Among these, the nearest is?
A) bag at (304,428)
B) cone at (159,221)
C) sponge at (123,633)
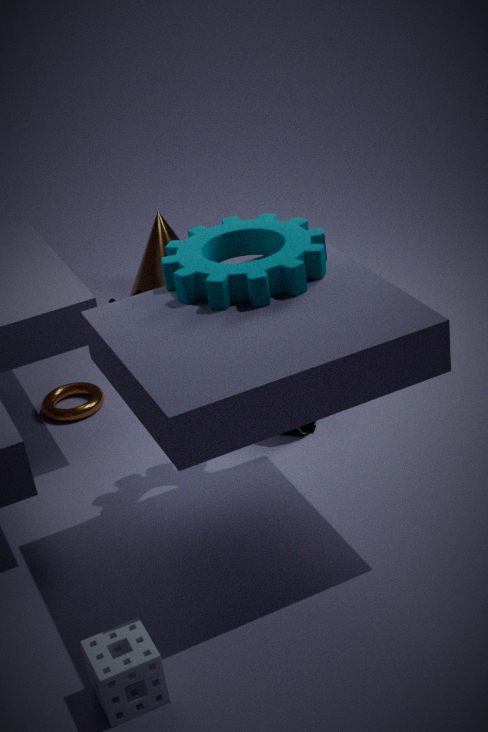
sponge at (123,633)
